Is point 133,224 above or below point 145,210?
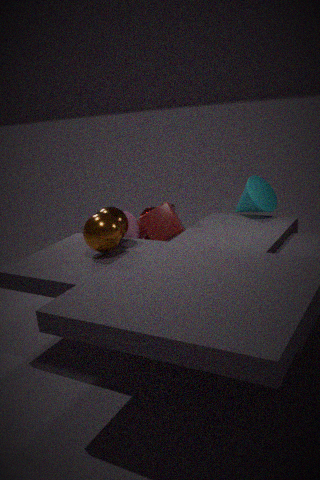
above
